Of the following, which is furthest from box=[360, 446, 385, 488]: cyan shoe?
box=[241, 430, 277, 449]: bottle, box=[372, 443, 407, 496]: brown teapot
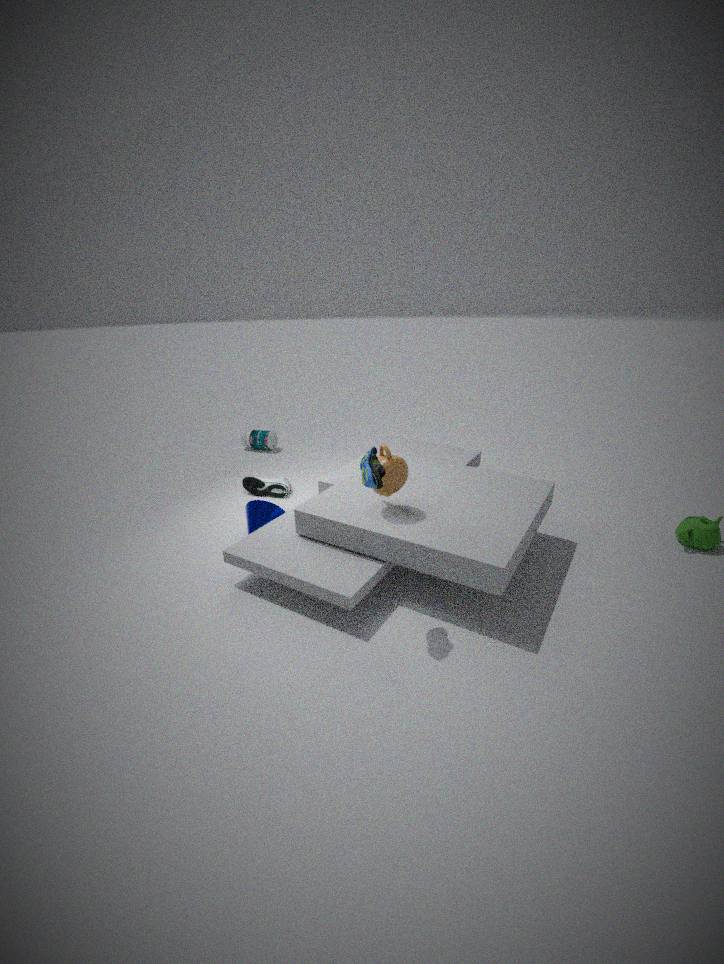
box=[241, 430, 277, 449]: bottle
